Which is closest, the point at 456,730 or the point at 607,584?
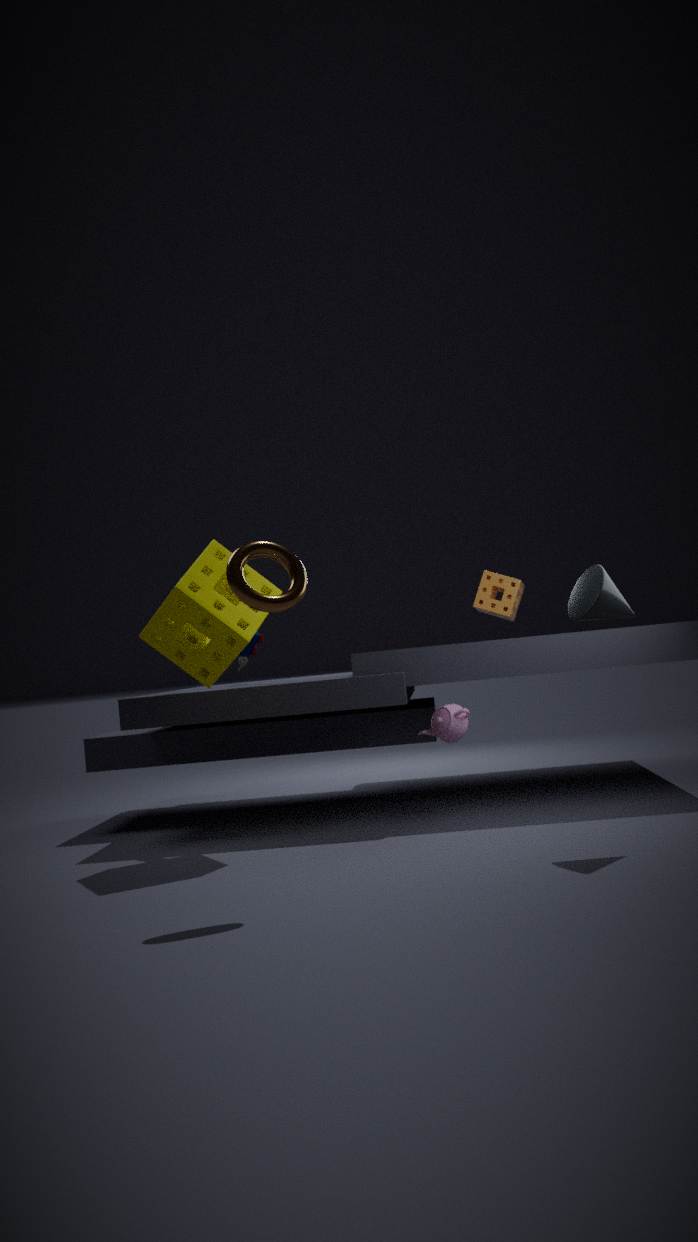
the point at 607,584
